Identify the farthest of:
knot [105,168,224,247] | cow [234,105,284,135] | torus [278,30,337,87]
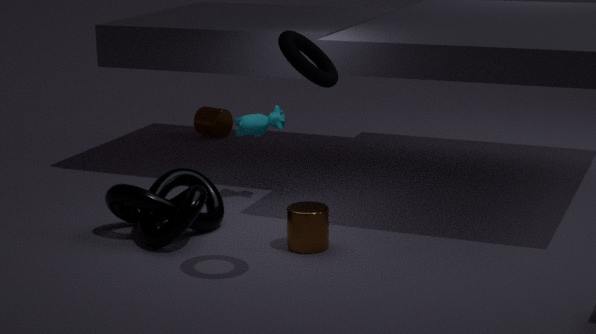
cow [234,105,284,135]
